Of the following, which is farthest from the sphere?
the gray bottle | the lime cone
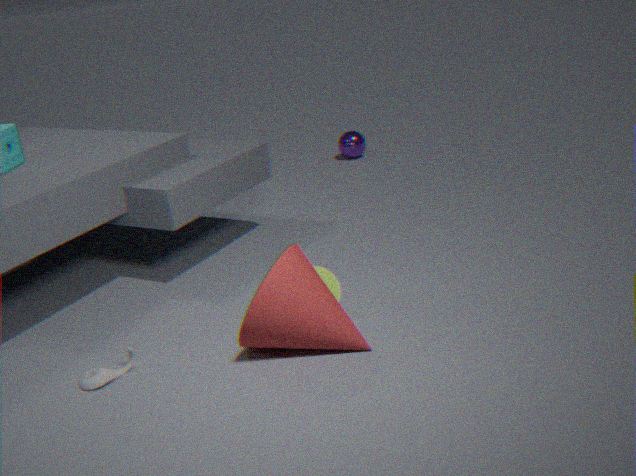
the gray bottle
